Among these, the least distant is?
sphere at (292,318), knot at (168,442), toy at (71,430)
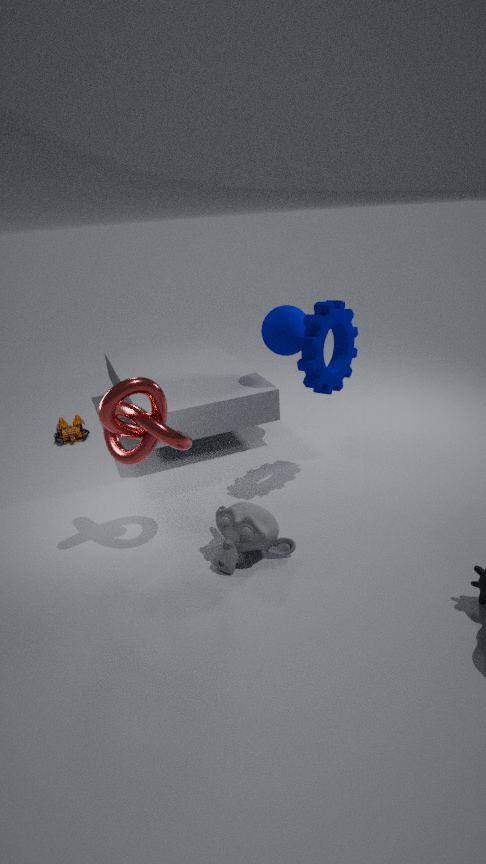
knot at (168,442)
